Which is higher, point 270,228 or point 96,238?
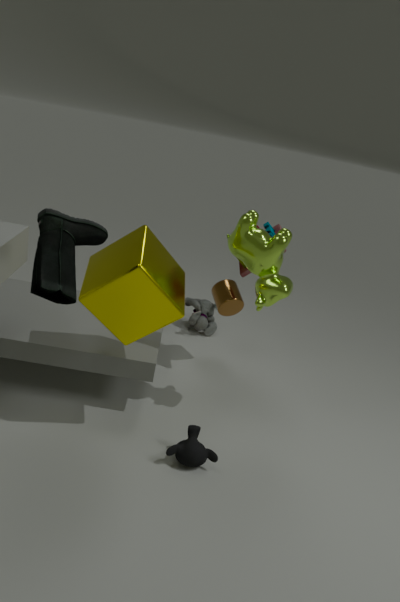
point 96,238
